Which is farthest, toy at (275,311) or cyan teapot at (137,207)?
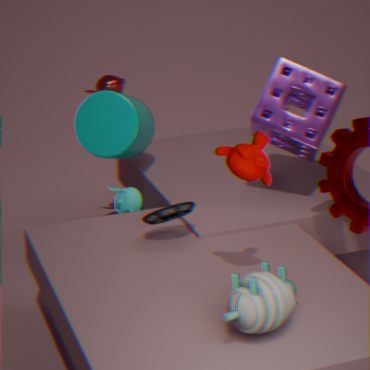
cyan teapot at (137,207)
